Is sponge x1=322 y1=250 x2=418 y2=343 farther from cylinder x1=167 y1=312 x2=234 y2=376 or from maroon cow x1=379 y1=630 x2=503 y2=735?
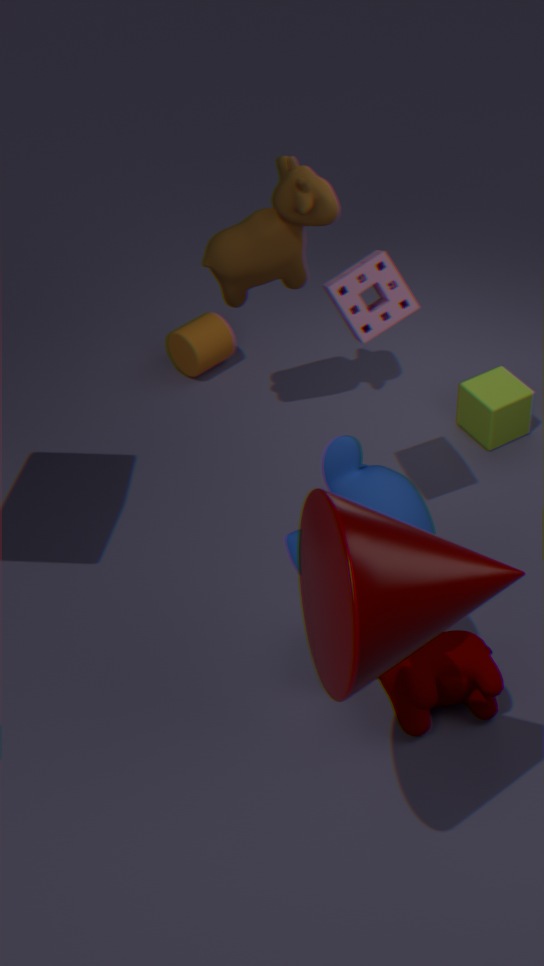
cylinder x1=167 y1=312 x2=234 y2=376
